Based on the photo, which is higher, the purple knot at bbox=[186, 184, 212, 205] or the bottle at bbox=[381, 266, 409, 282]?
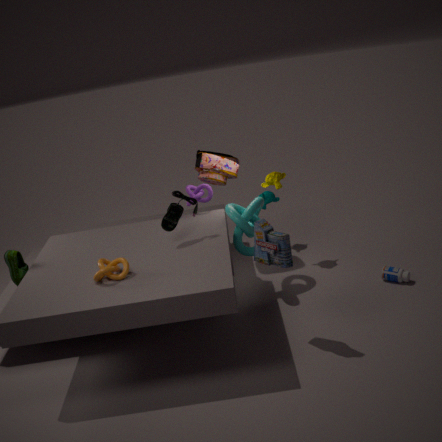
the purple knot at bbox=[186, 184, 212, 205]
